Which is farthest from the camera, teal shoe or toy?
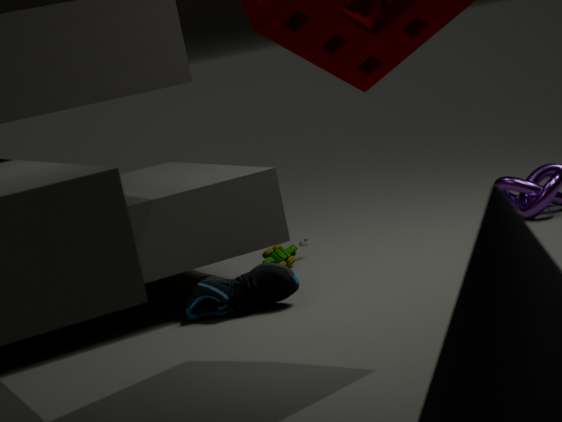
toy
